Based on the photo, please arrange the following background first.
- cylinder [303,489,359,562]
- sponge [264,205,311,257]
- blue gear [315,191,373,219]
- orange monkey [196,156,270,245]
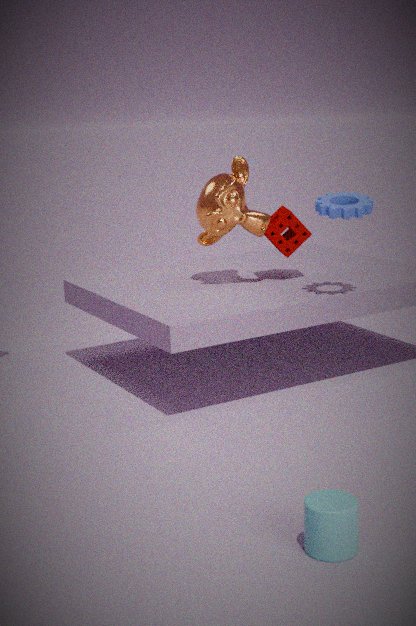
sponge [264,205,311,257] → orange monkey [196,156,270,245] → blue gear [315,191,373,219] → cylinder [303,489,359,562]
